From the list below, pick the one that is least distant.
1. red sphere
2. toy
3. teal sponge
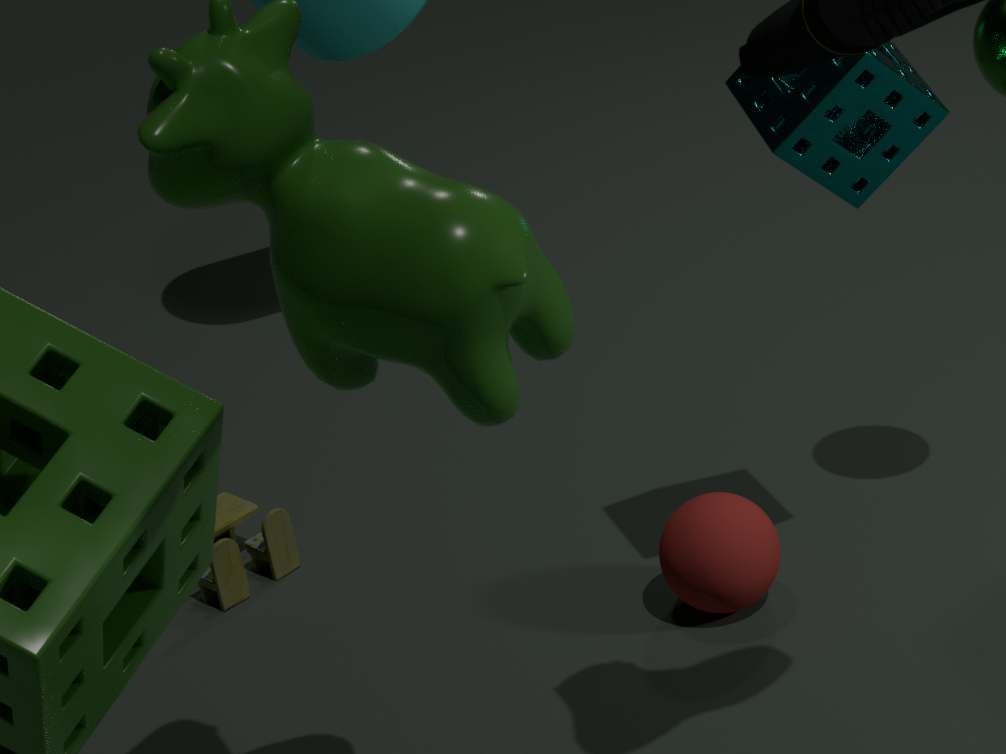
teal sponge
